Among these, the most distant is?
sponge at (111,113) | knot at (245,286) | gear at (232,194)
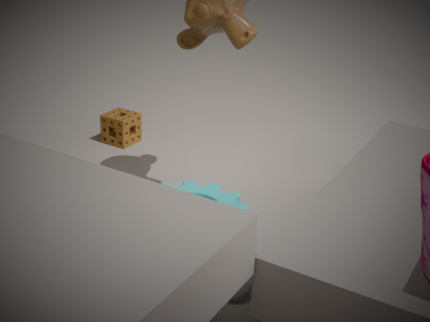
sponge at (111,113)
